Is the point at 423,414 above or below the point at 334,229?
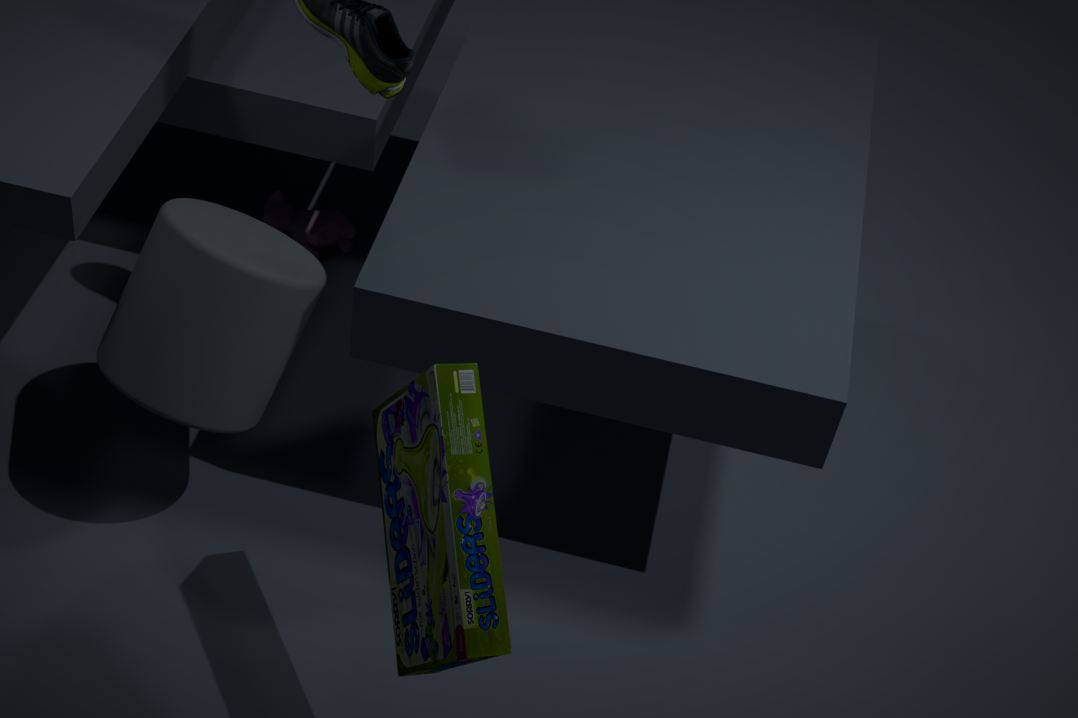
above
